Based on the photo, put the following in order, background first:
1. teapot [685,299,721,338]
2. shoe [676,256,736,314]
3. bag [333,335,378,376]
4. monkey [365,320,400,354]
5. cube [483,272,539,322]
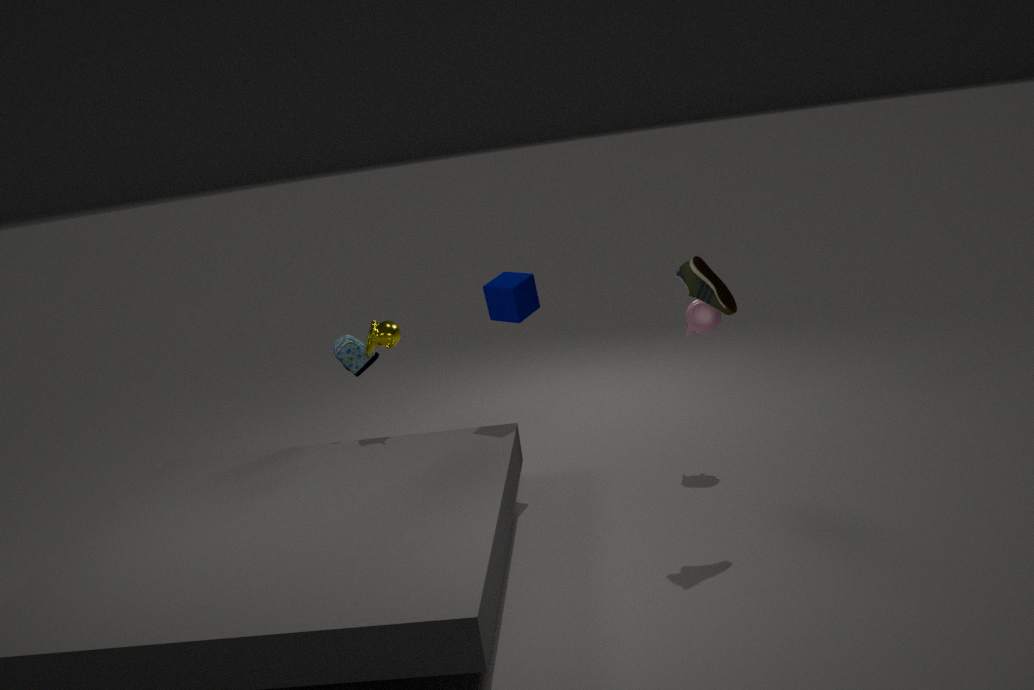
bag [333,335,378,376], monkey [365,320,400,354], teapot [685,299,721,338], cube [483,272,539,322], shoe [676,256,736,314]
